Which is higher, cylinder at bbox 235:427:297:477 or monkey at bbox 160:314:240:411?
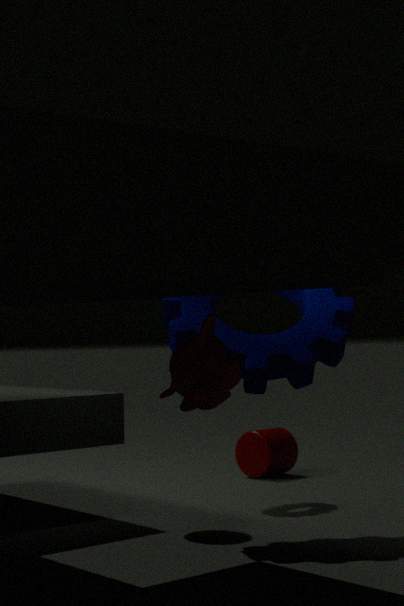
monkey at bbox 160:314:240:411
